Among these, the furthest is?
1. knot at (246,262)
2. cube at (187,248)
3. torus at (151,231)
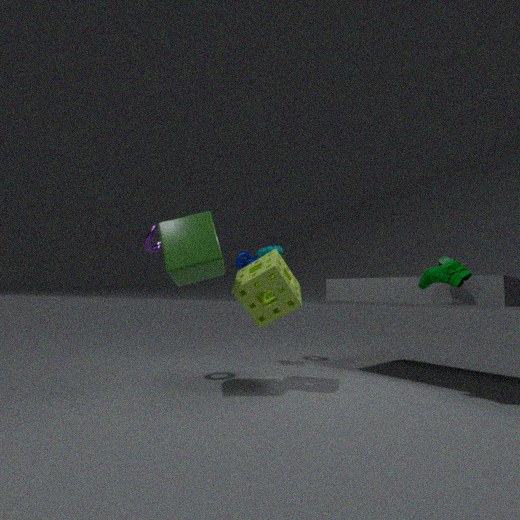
knot at (246,262)
